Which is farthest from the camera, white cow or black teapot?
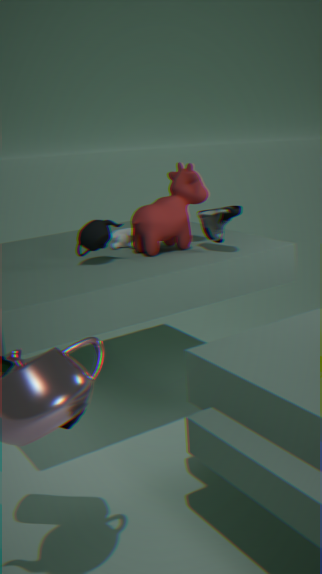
white cow
